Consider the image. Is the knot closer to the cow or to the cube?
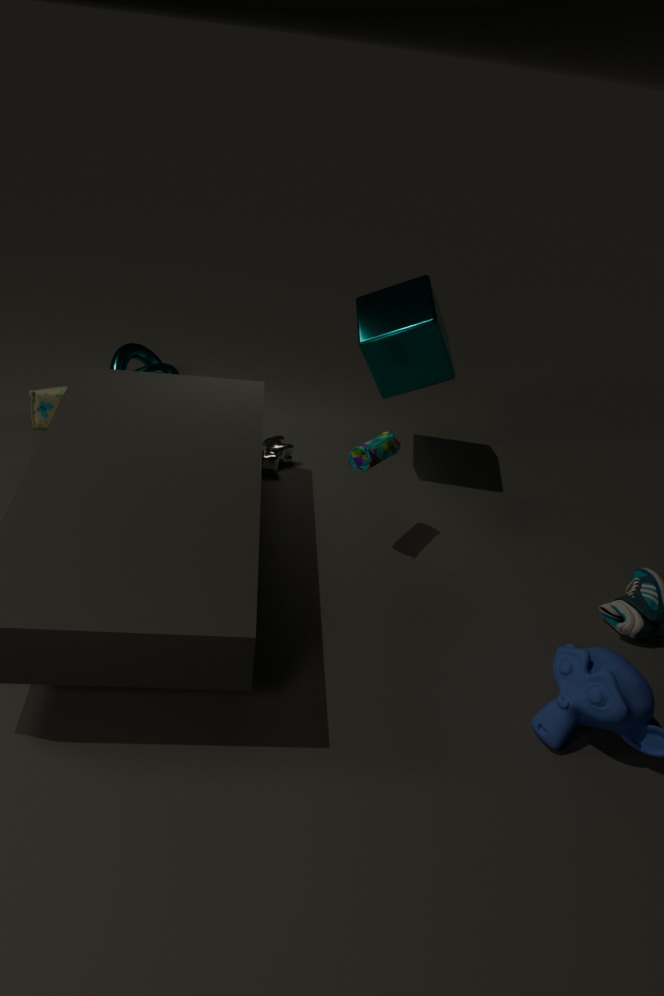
the cow
